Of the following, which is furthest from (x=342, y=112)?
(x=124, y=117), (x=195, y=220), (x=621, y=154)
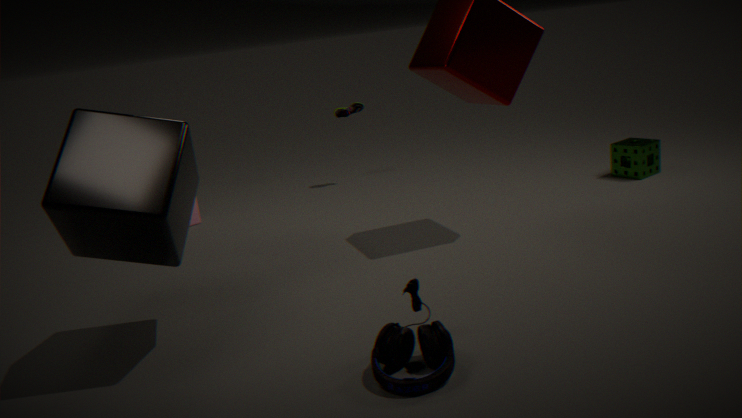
(x=124, y=117)
